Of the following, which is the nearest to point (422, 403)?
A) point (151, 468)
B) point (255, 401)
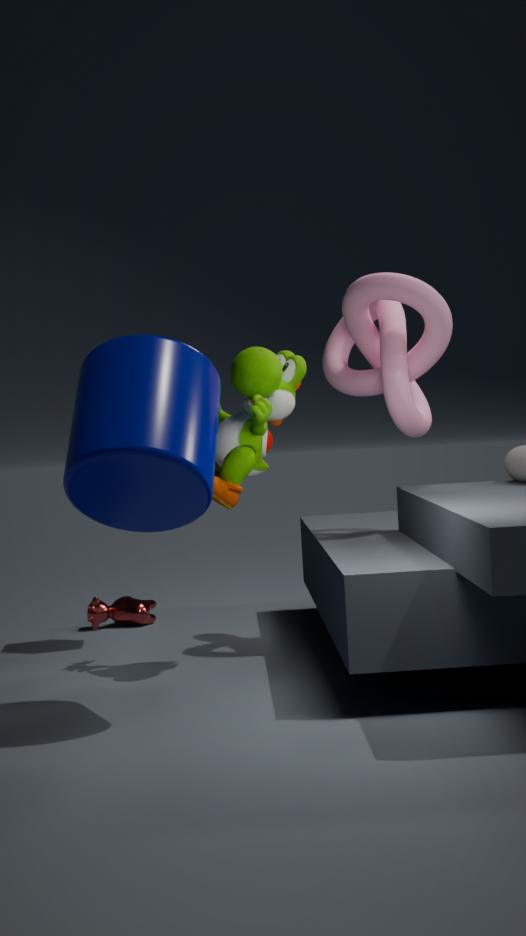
point (255, 401)
